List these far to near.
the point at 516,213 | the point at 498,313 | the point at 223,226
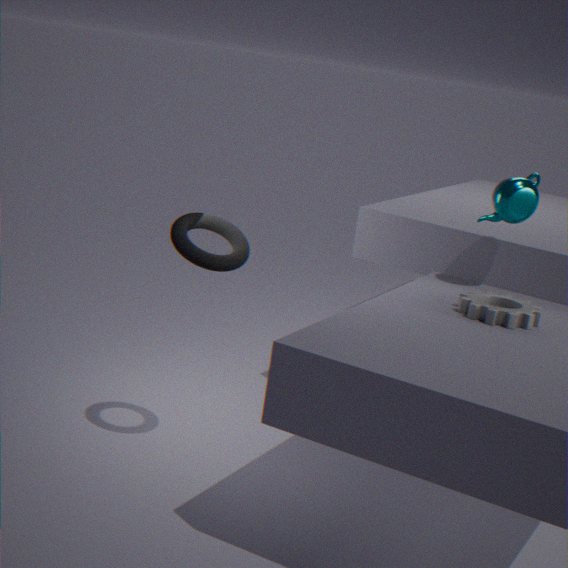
the point at 516,213 → the point at 223,226 → the point at 498,313
